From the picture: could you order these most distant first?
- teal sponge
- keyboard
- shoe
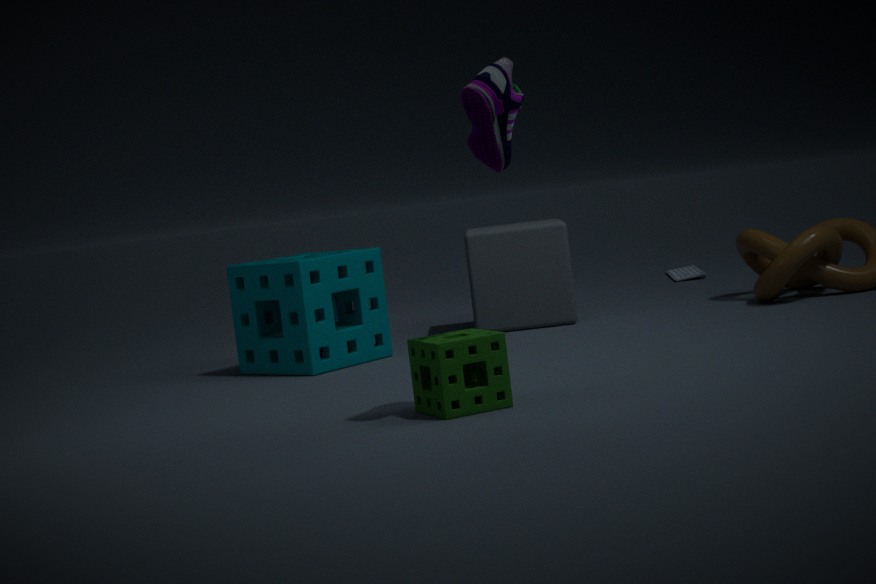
keyboard, teal sponge, shoe
